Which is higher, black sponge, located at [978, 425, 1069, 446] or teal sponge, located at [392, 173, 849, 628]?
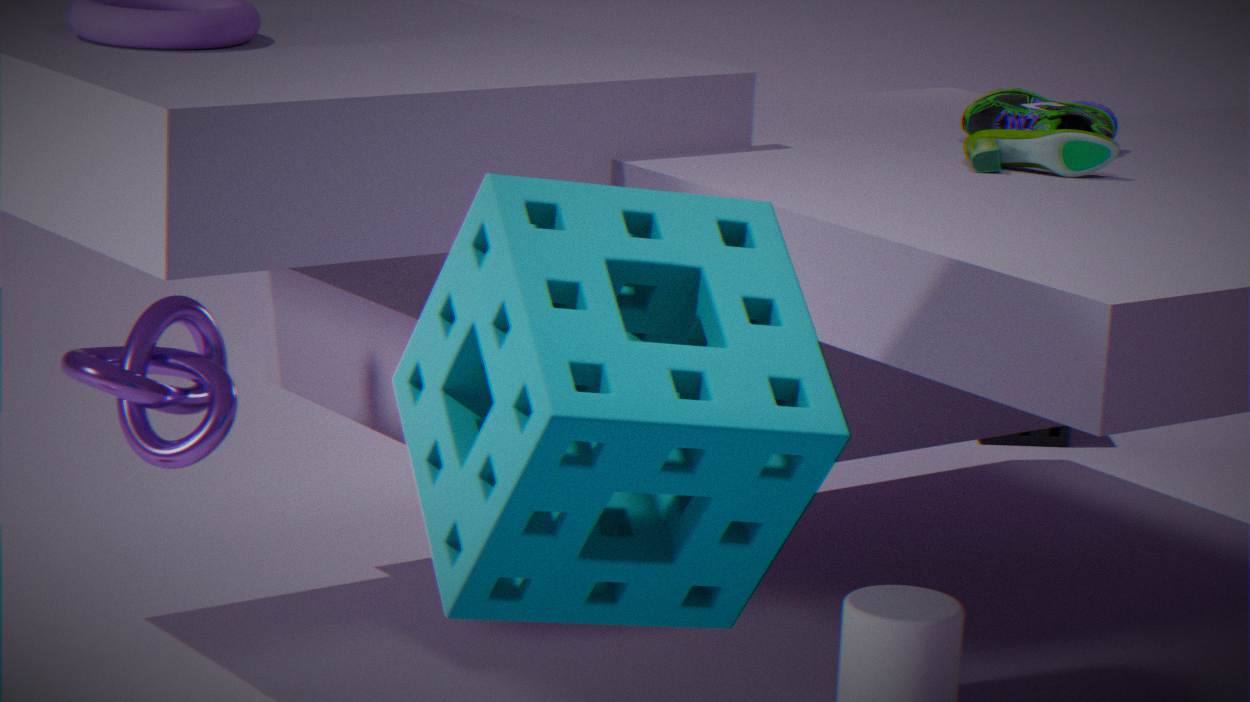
teal sponge, located at [392, 173, 849, 628]
